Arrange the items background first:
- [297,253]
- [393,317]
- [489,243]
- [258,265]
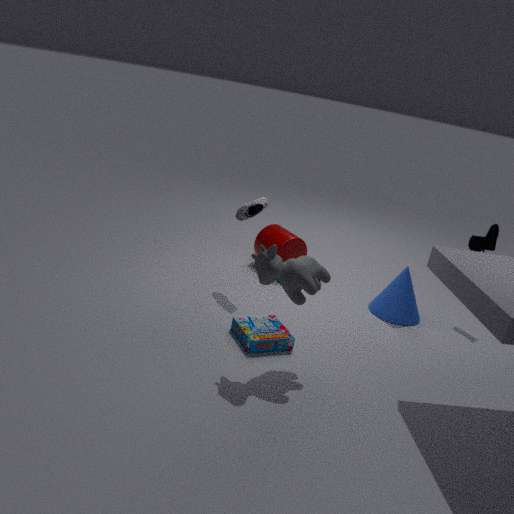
[297,253]
[489,243]
[393,317]
[258,265]
